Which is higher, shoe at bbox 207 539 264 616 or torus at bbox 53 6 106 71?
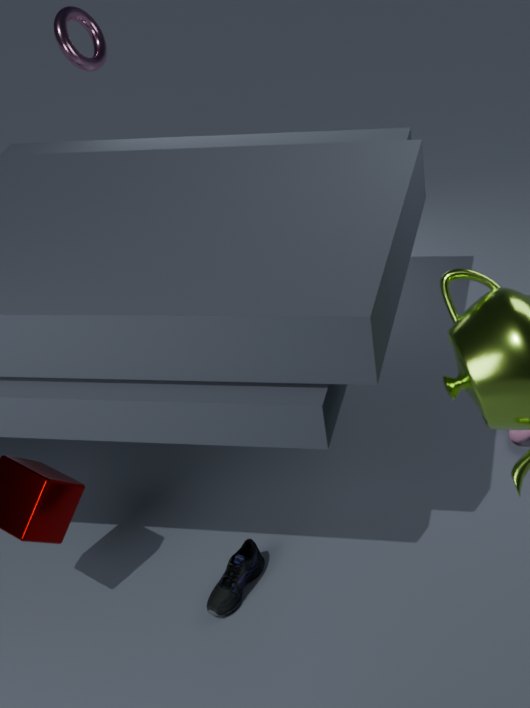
torus at bbox 53 6 106 71
